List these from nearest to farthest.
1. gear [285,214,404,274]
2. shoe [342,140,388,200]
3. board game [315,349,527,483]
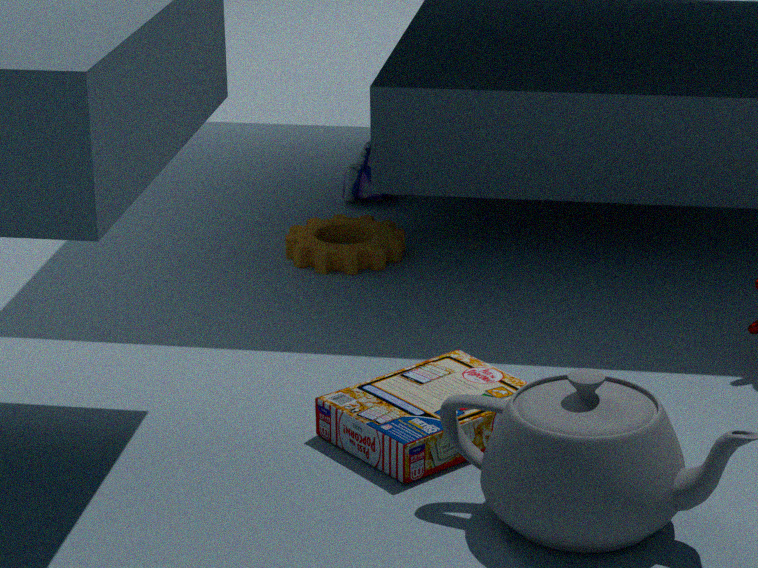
board game [315,349,527,483] → gear [285,214,404,274] → shoe [342,140,388,200]
